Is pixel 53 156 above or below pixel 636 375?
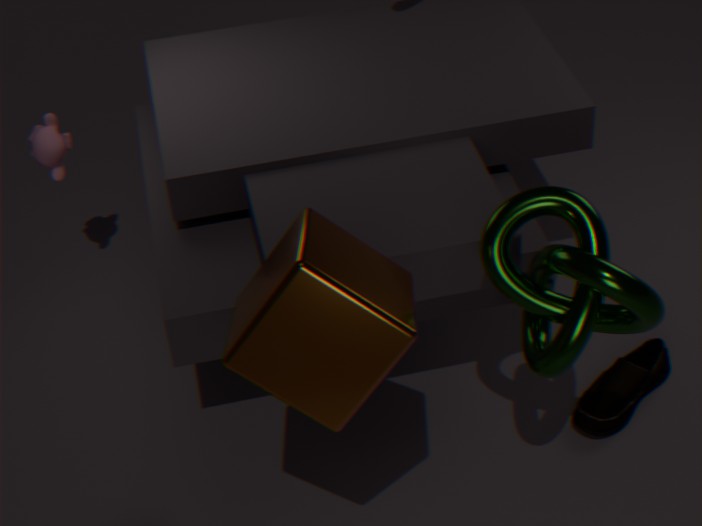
above
